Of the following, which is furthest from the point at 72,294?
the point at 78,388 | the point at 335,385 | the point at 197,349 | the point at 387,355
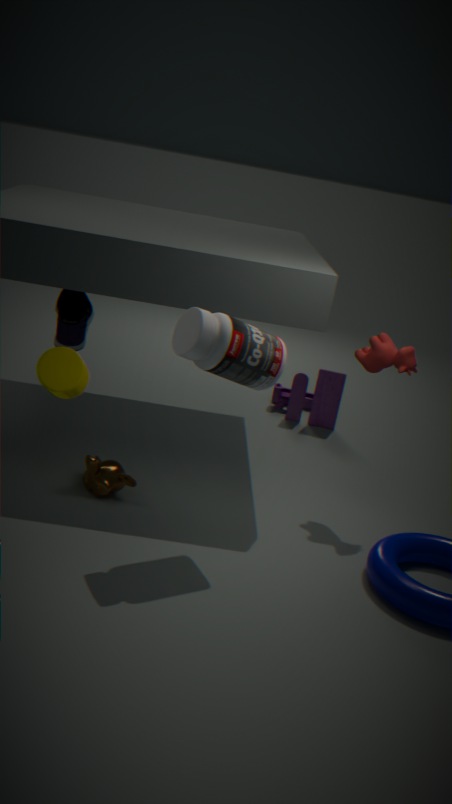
the point at 387,355
